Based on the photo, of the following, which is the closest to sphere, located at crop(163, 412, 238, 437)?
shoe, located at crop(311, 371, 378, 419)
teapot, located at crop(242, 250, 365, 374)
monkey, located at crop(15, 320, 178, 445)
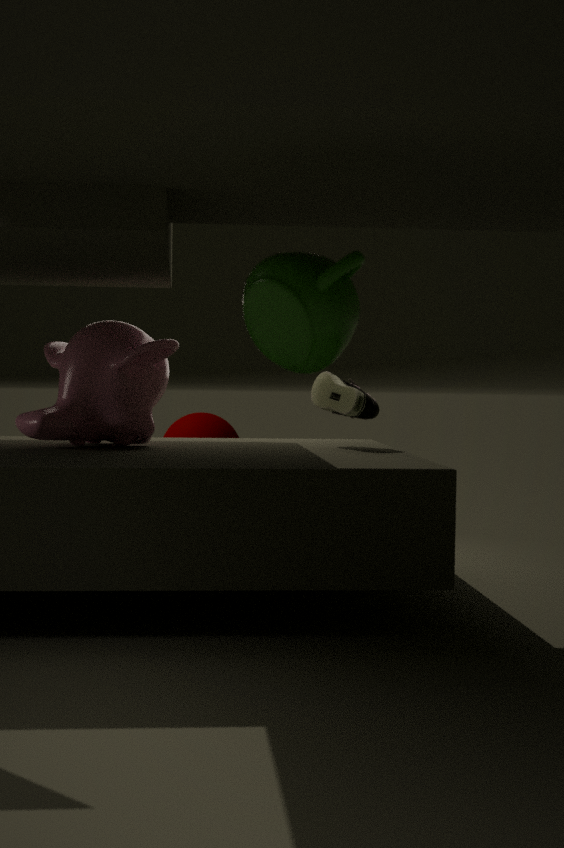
monkey, located at crop(15, 320, 178, 445)
